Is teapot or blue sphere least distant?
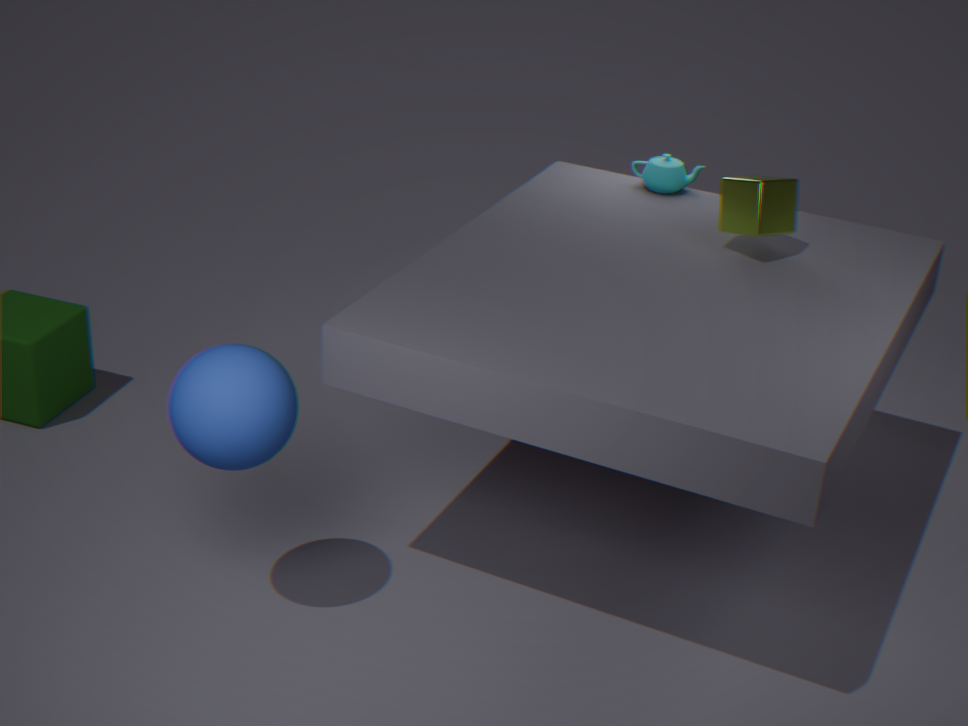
blue sphere
